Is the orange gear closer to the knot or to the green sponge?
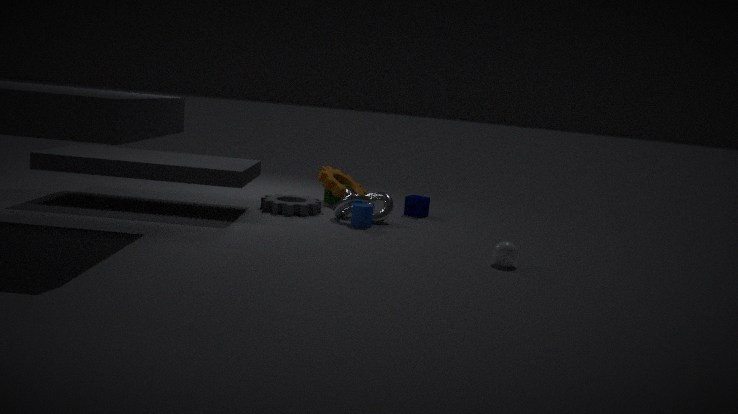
the green sponge
